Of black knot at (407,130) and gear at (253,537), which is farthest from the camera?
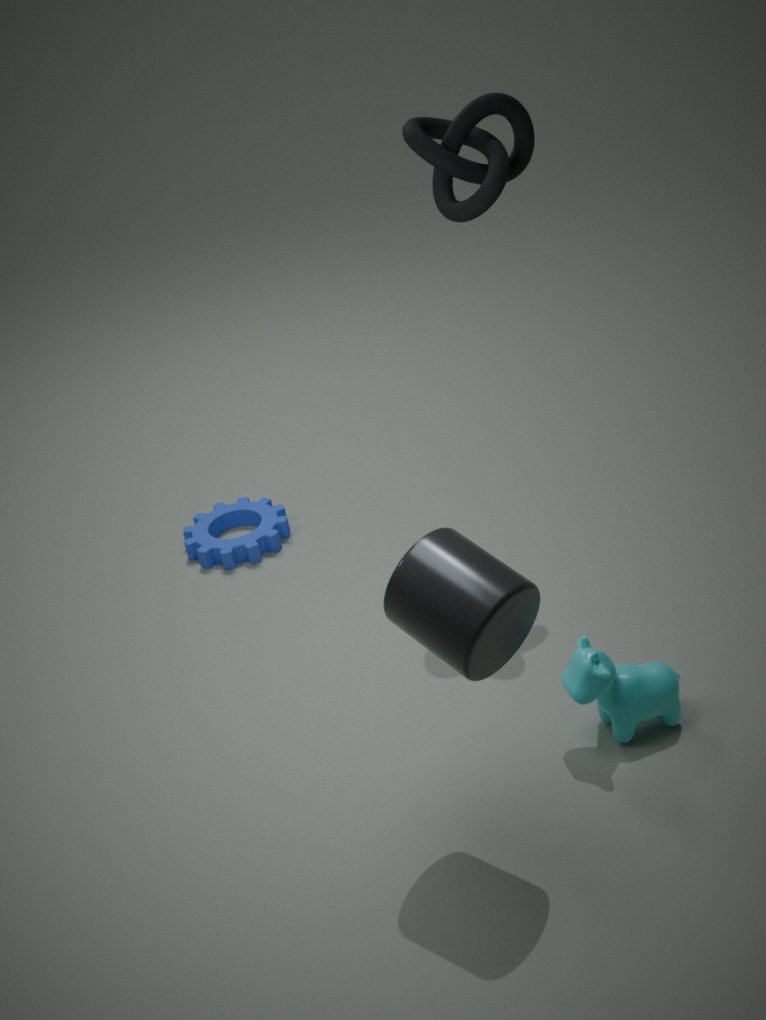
gear at (253,537)
